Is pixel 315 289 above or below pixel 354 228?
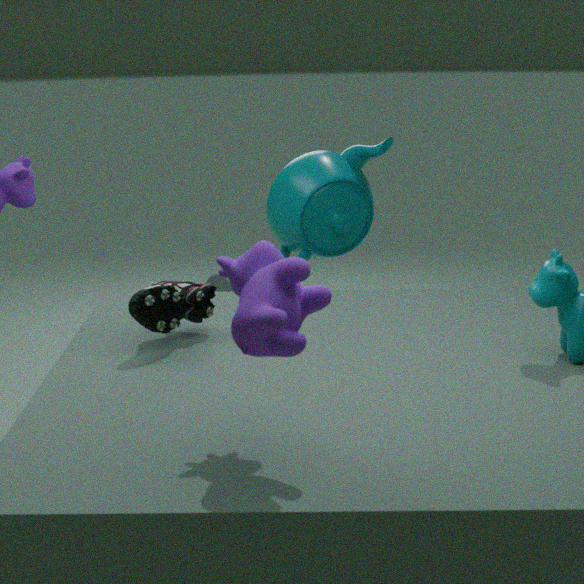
above
